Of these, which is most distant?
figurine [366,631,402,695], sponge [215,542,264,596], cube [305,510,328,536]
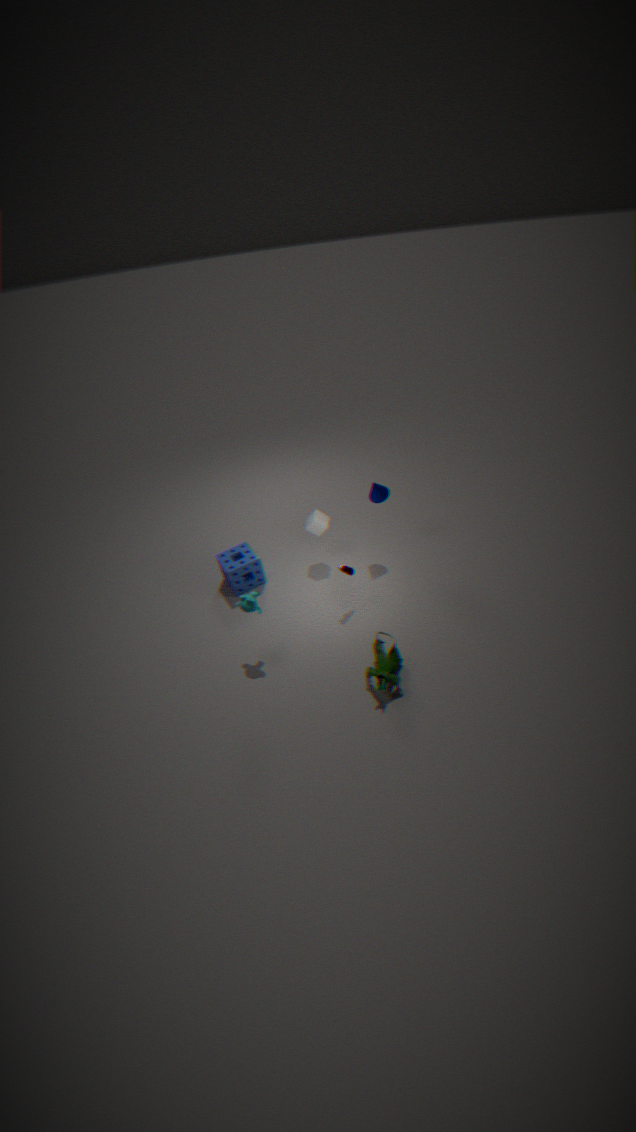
cube [305,510,328,536]
